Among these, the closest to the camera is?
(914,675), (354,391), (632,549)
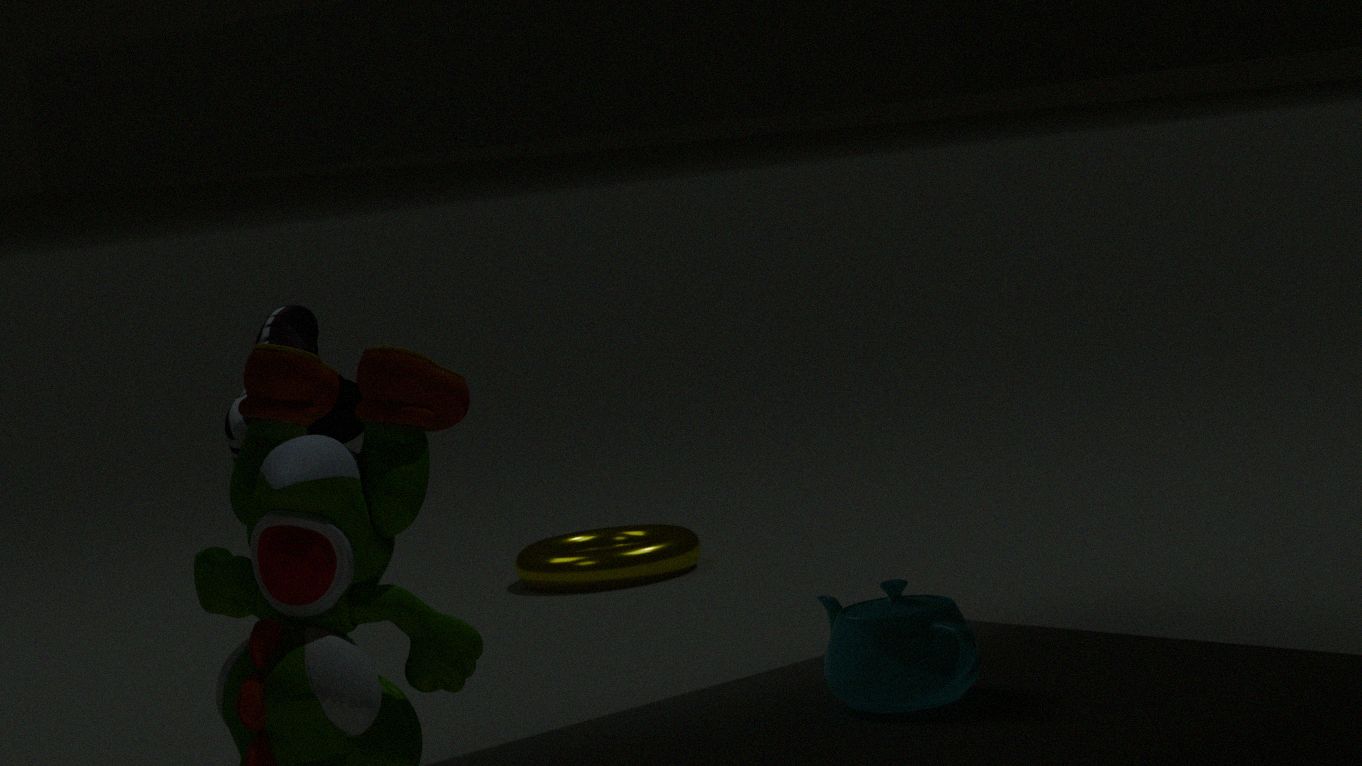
(354,391)
